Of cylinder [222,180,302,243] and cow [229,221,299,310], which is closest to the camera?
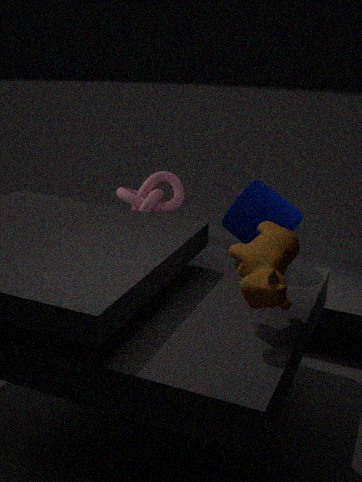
cow [229,221,299,310]
